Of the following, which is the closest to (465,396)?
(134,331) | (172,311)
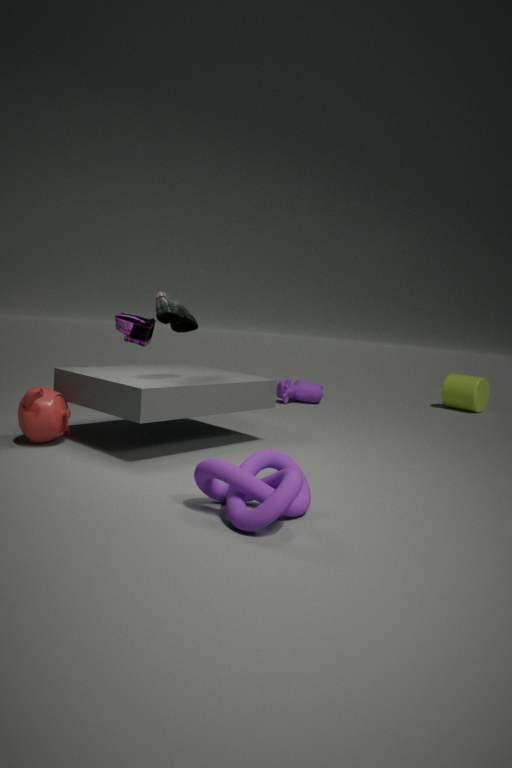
(134,331)
